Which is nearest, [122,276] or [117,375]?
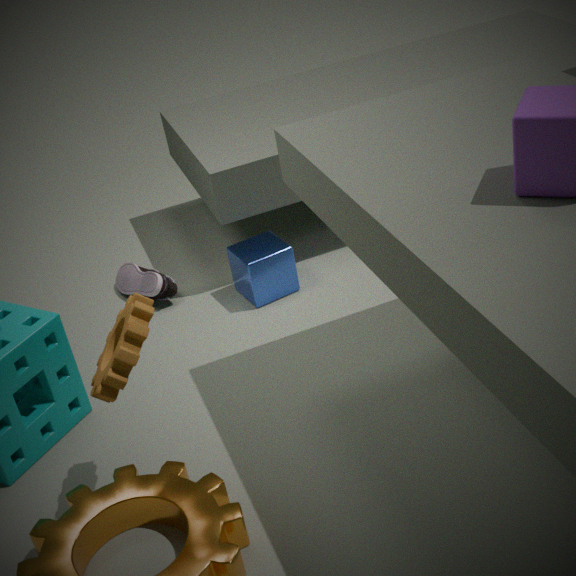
[117,375]
